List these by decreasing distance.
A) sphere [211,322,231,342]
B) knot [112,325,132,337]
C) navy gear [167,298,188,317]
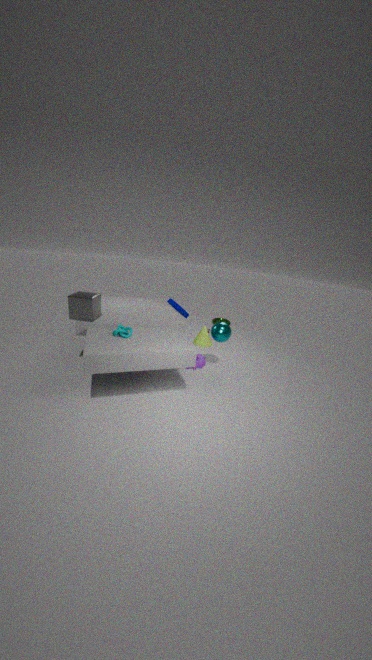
1. navy gear [167,298,188,317]
2. sphere [211,322,231,342]
3. knot [112,325,132,337]
